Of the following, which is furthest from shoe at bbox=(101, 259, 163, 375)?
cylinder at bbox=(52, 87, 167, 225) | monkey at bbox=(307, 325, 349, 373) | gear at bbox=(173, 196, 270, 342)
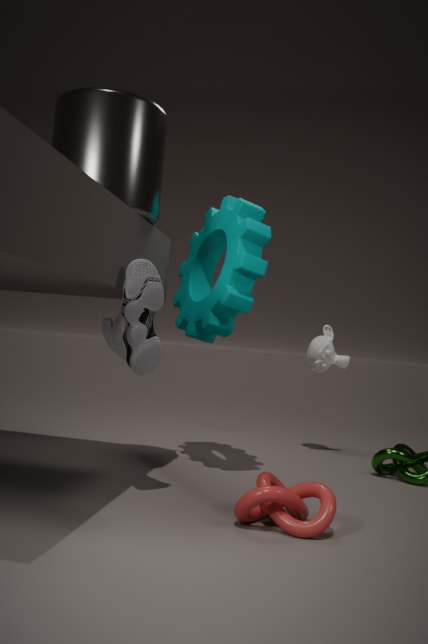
monkey at bbox=(307, 325, 349, 373)
